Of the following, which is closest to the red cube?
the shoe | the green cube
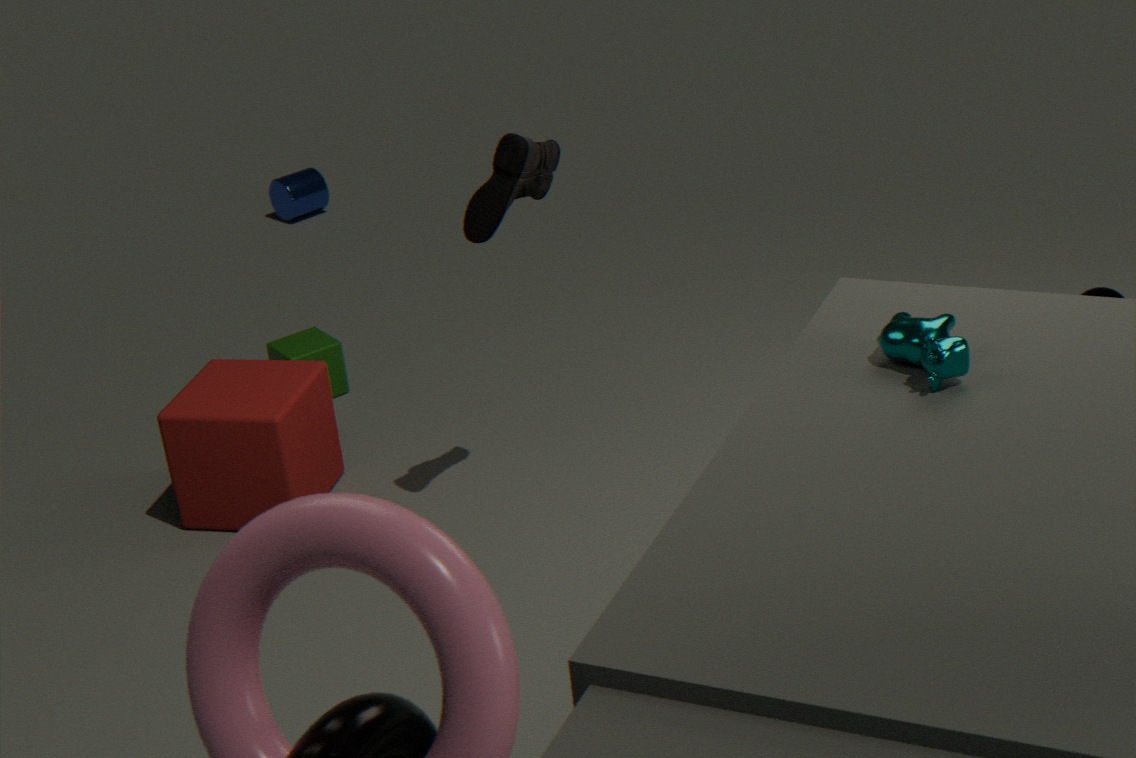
the green cube
